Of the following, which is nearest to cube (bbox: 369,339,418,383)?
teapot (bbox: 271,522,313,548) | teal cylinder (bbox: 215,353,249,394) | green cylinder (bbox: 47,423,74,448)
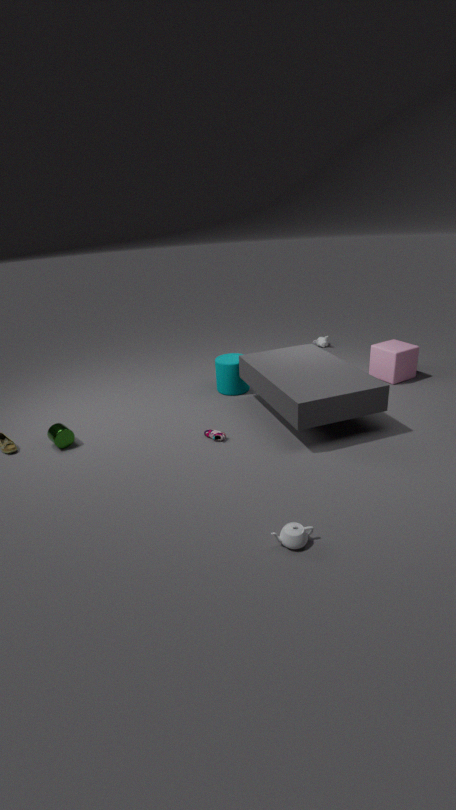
teal cylinder (bbox: 215,353,249,394)
